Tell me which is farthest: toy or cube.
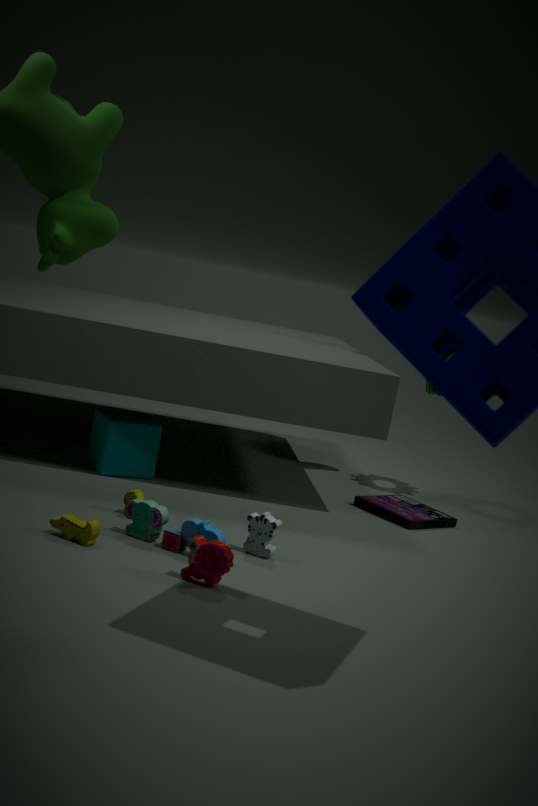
cube
